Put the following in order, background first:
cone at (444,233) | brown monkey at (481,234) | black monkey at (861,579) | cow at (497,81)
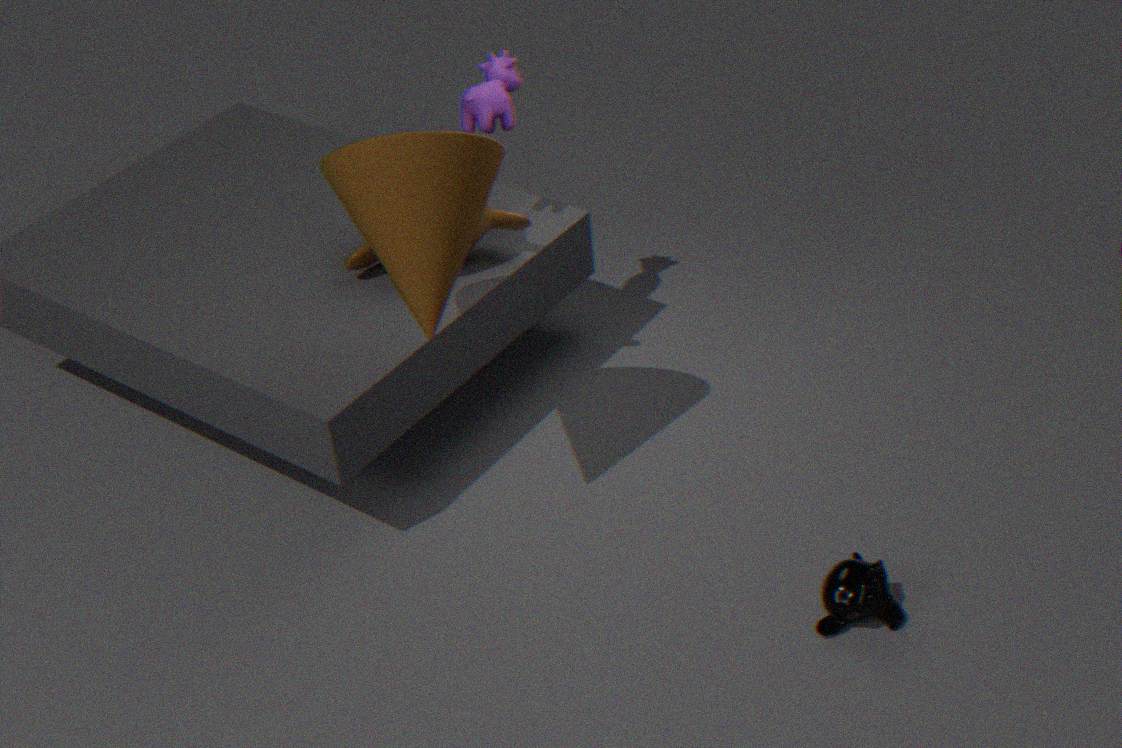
brown monkey at (481,234) → cow at (497,81) → black monkey at (861,579) → cone at (444,233)
